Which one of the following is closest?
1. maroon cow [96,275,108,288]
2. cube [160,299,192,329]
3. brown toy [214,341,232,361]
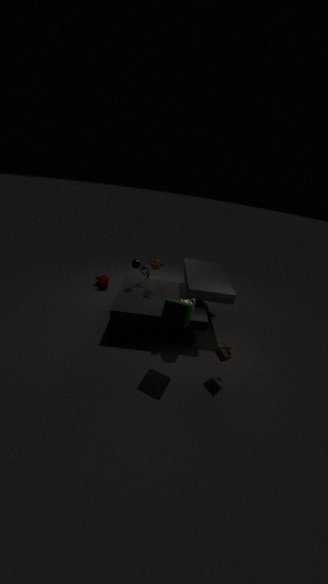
cube [160,299,192,329]
